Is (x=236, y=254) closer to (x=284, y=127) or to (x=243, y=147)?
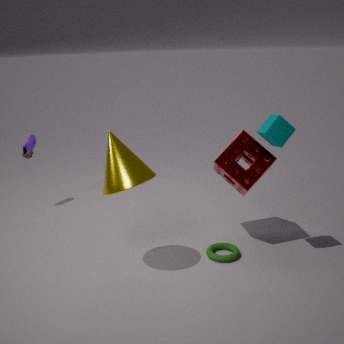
(x=243, y=147)
